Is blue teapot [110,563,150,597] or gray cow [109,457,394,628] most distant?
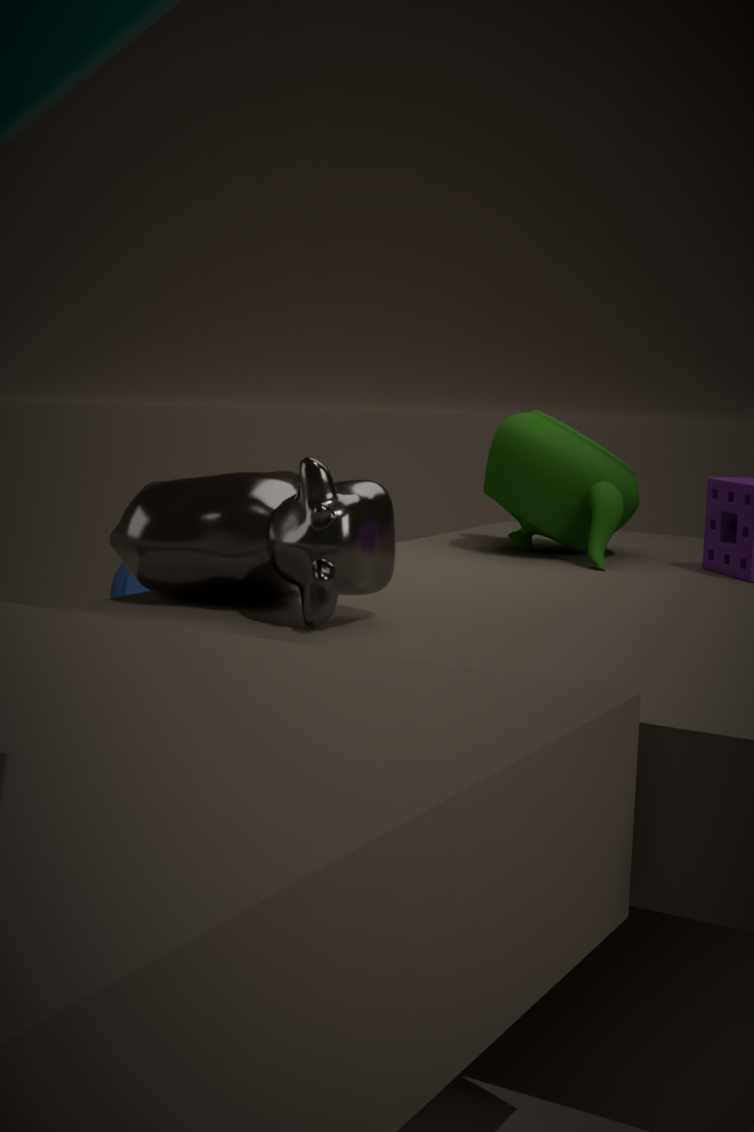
blue teapot [110,563,150,597]
